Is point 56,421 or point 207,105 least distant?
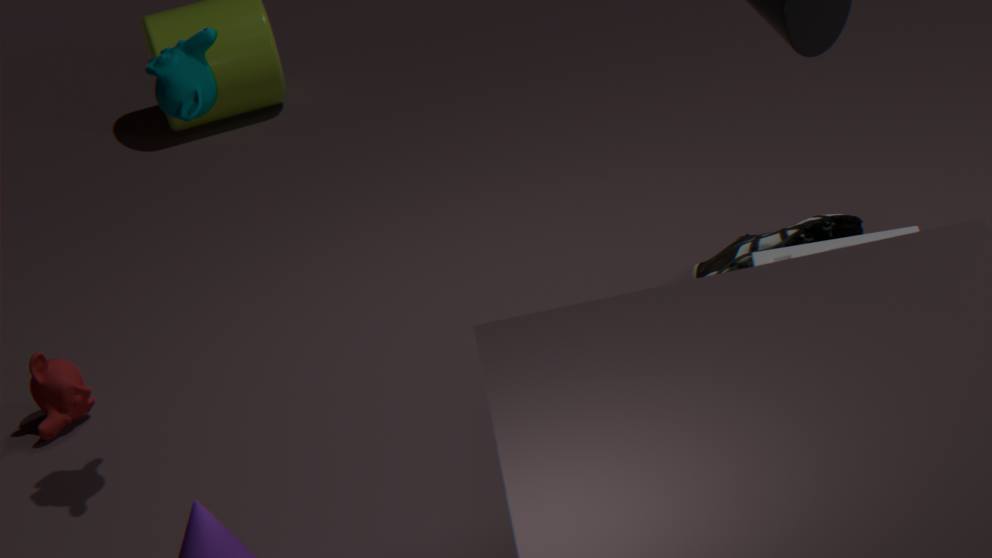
point 207,105
